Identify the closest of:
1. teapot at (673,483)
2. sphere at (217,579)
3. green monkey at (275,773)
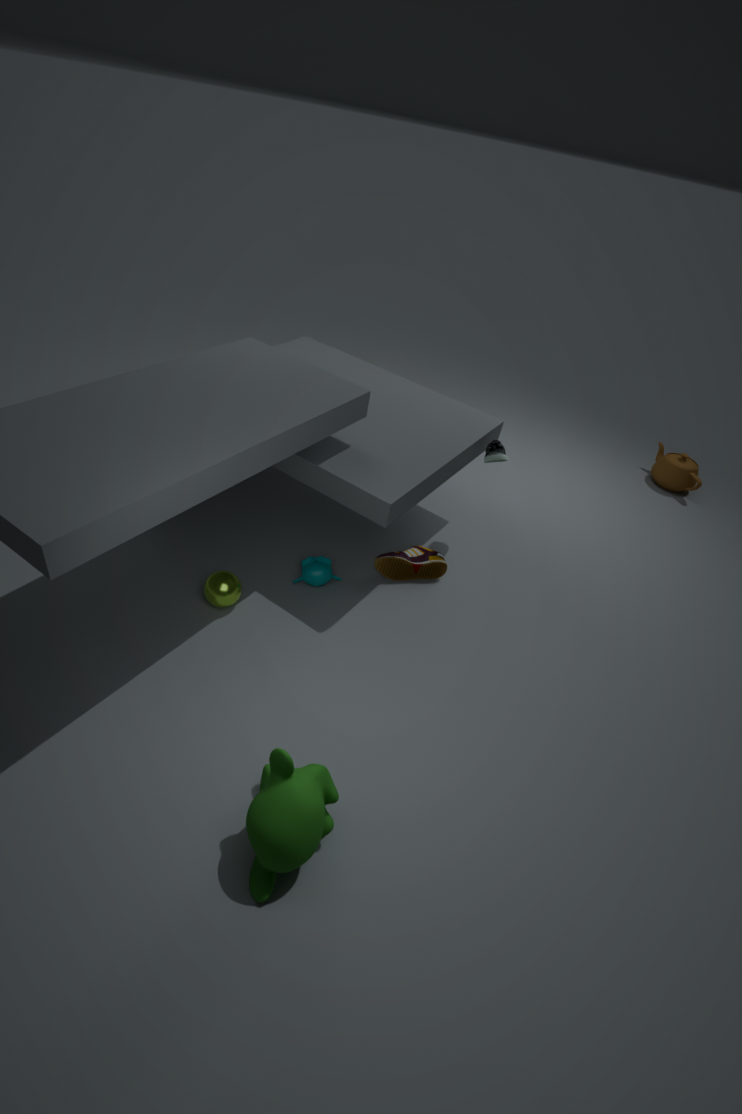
green monkey at (275,773)
